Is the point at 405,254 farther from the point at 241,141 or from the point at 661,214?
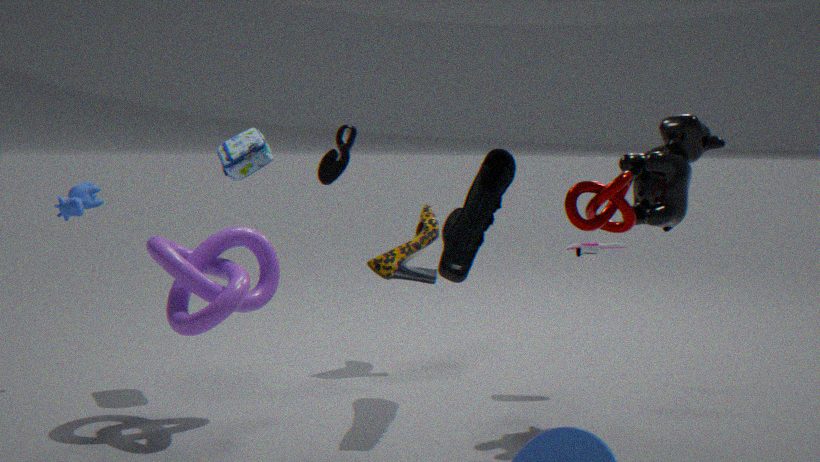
the point at 661,214
